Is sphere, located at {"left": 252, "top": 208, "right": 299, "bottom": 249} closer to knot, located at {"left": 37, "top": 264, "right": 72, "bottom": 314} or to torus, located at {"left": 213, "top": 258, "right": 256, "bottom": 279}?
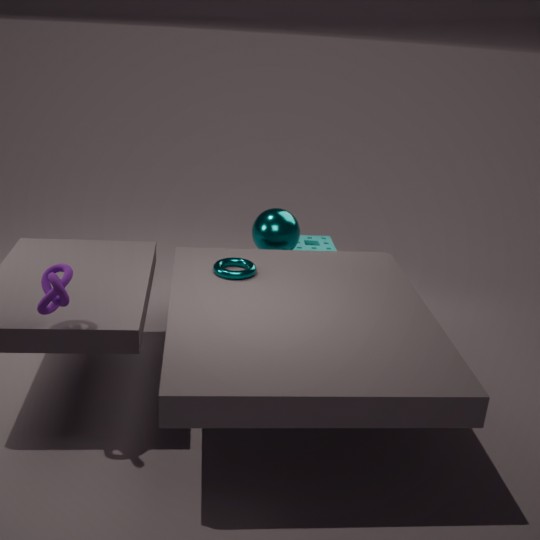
torus, located at {"left": 213, "top": 258, "right": 256, "bottom": 279}
